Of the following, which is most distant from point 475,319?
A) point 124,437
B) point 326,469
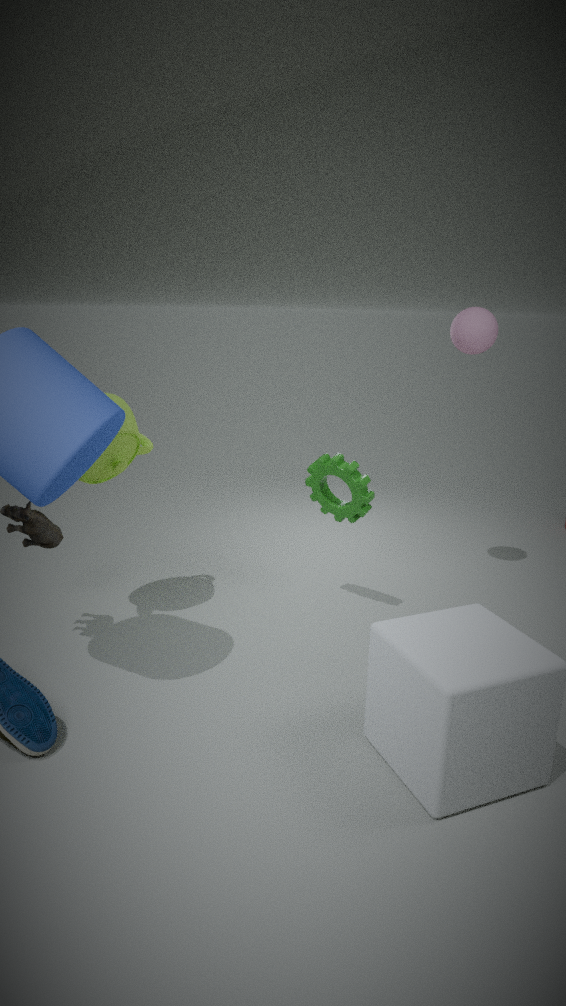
point 124,437
